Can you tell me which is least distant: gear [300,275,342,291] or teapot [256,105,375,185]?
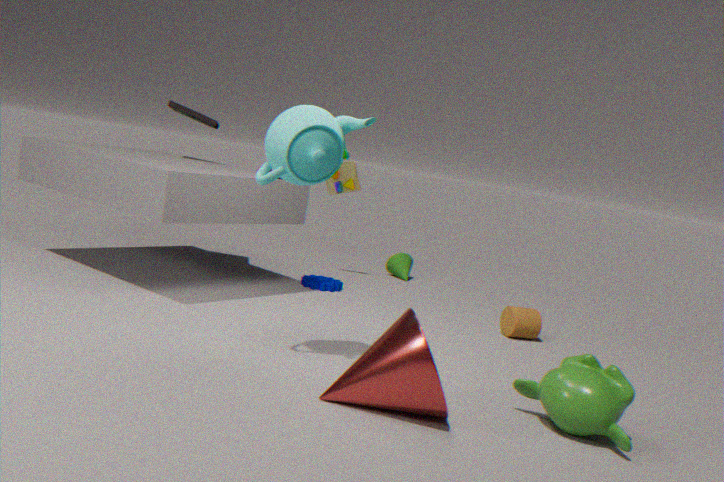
teapot [256,105,375,185]
